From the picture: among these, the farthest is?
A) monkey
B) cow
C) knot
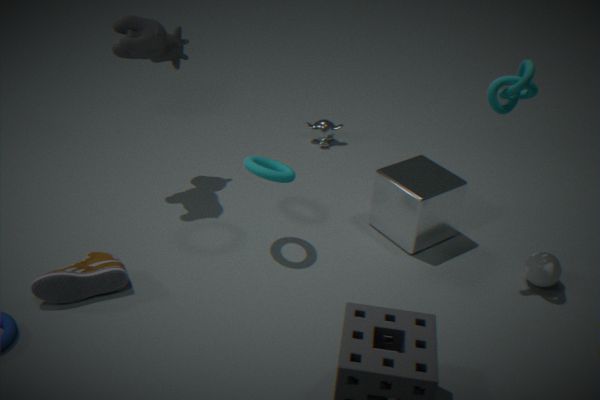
monkey
